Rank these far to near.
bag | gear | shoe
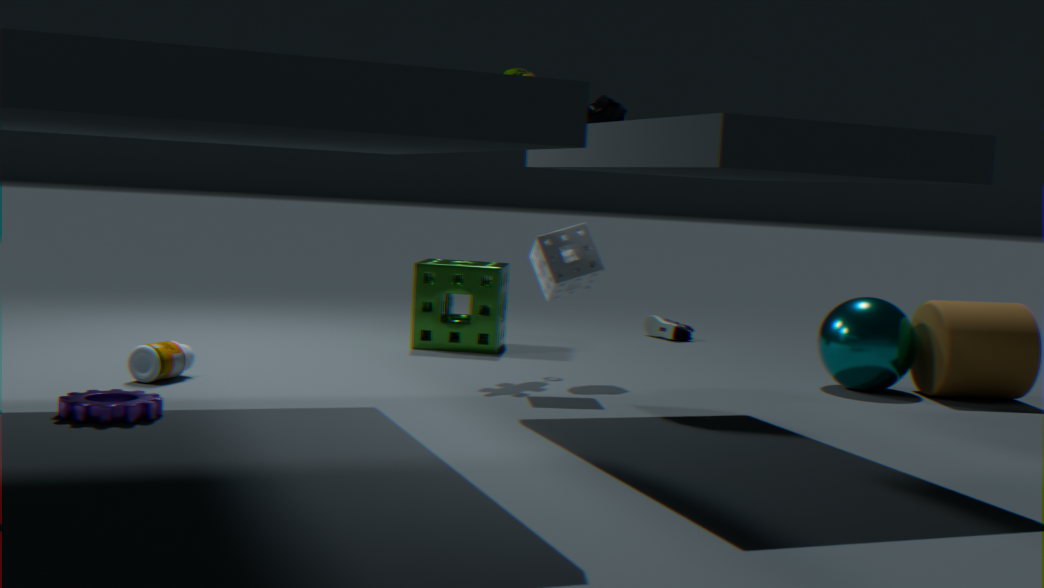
shoe, bag, gear
